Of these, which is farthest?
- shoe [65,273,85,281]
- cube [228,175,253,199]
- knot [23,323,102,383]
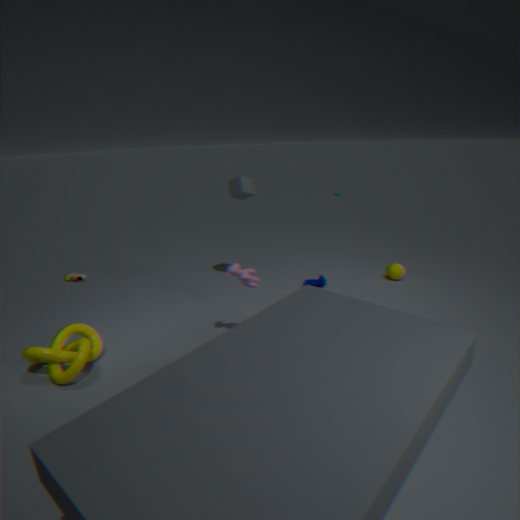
shoe [65,273,85,281]
